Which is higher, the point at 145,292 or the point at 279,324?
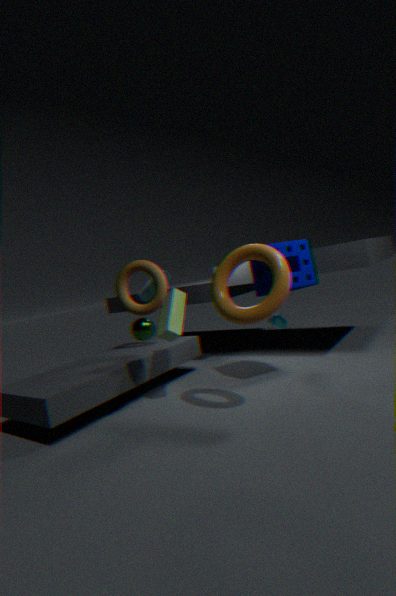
the point at 145,292
